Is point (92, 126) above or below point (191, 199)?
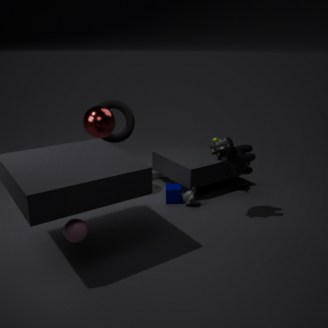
above
